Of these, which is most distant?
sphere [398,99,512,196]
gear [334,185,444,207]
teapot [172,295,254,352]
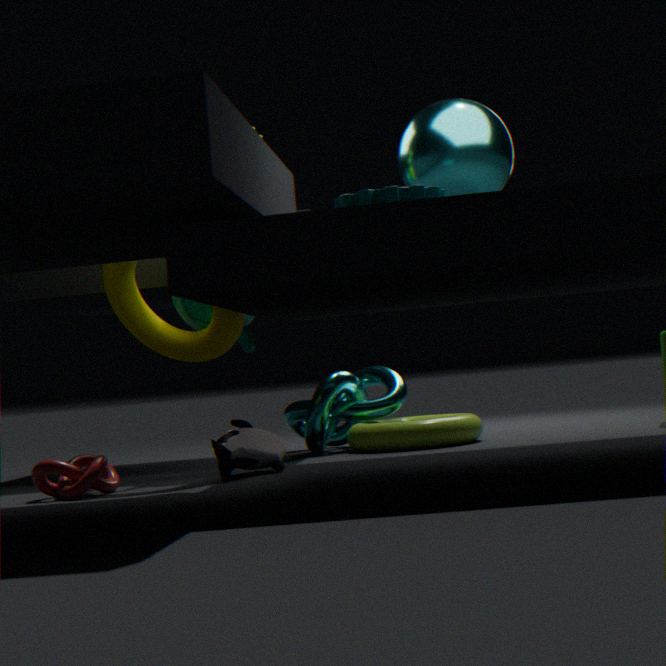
teapot [172,295,254,352]
